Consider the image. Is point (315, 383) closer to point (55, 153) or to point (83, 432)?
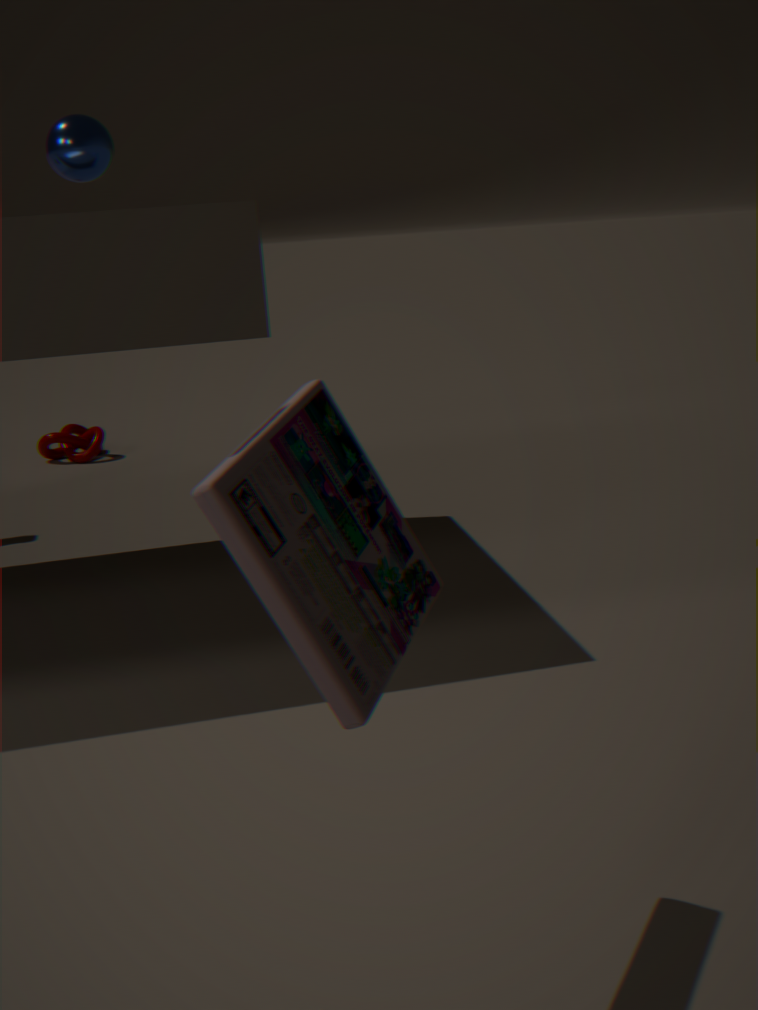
point (55, 153)
